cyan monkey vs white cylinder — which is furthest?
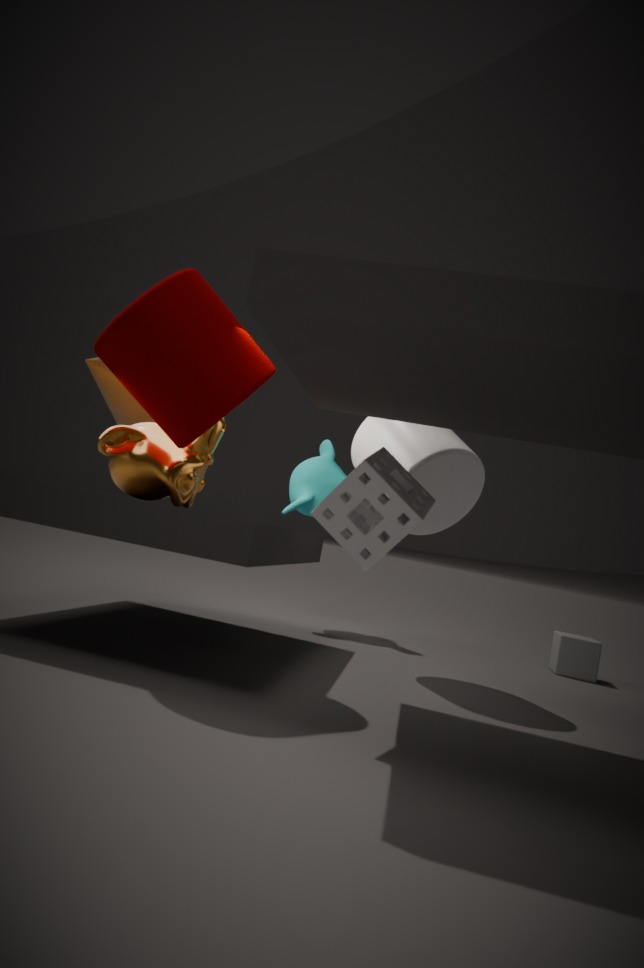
cyan monkey
